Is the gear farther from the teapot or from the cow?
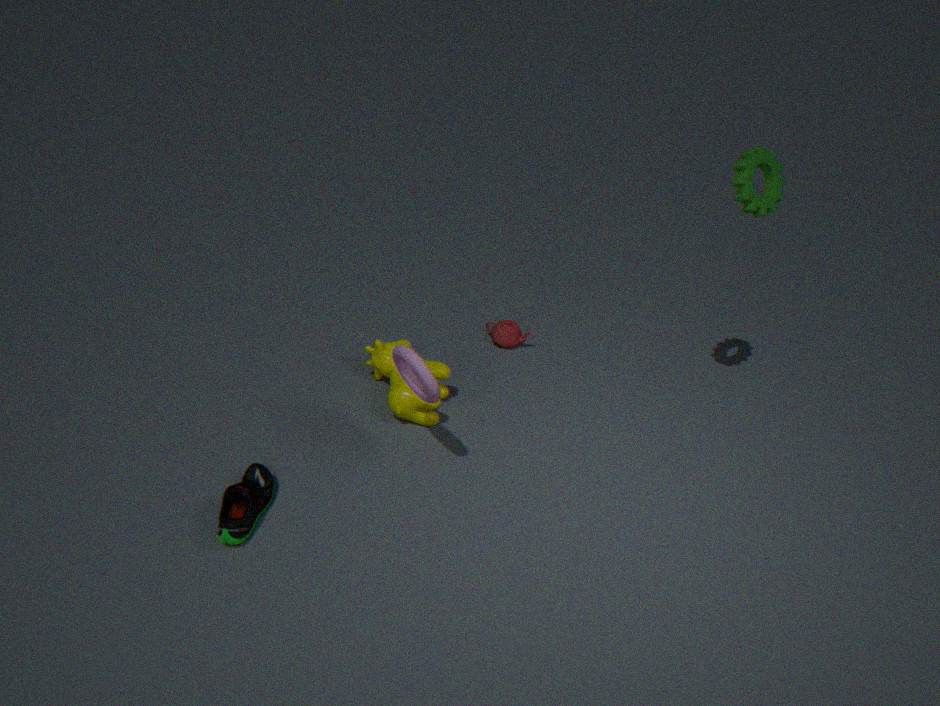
the cow
